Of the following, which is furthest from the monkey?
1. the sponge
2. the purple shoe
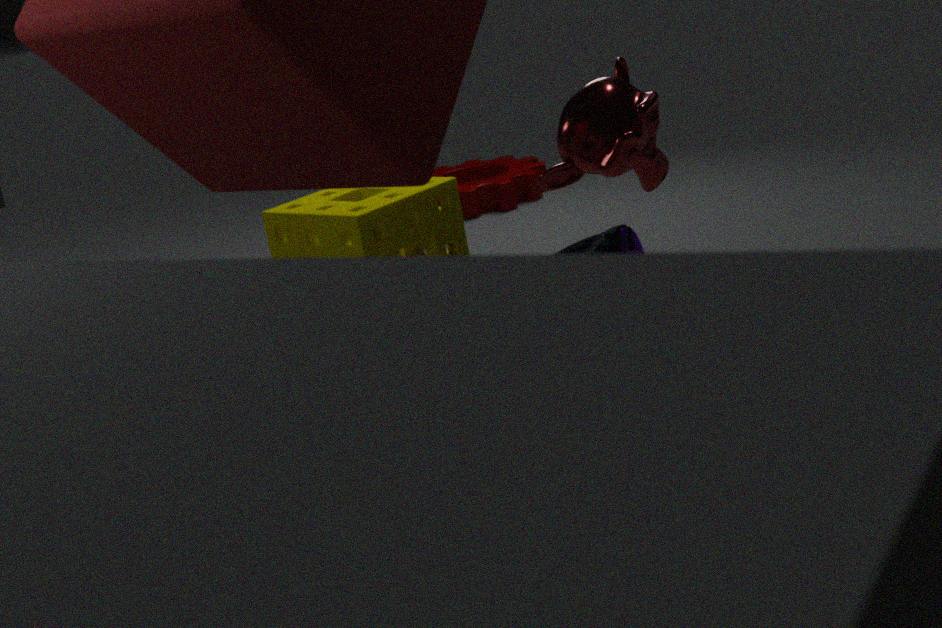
the sponge
